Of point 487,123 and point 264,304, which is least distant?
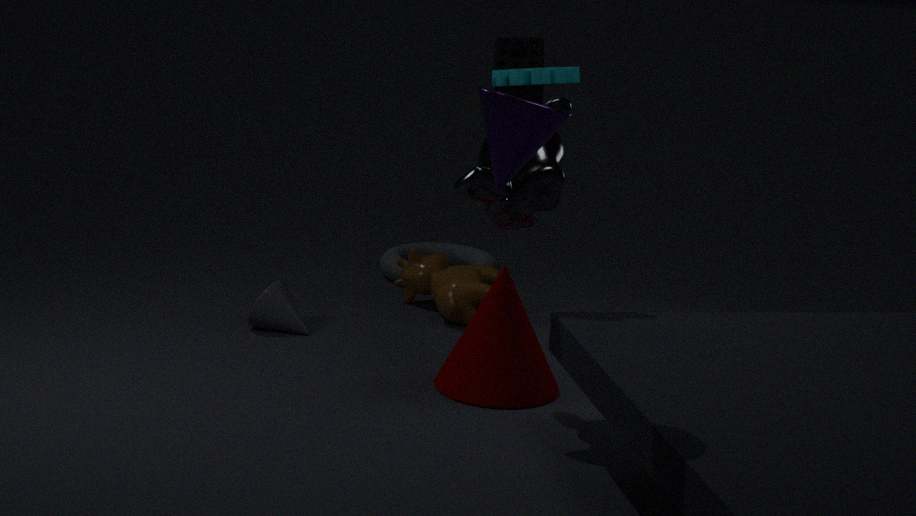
point 487,123
